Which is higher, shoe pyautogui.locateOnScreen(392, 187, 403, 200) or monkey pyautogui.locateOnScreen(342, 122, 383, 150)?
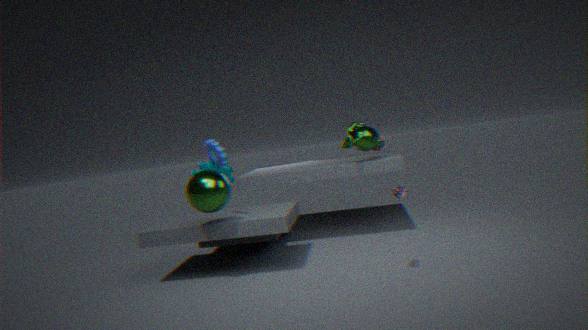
monkey pyautogui.locateOnScreen(342, 122, 383, 150)
